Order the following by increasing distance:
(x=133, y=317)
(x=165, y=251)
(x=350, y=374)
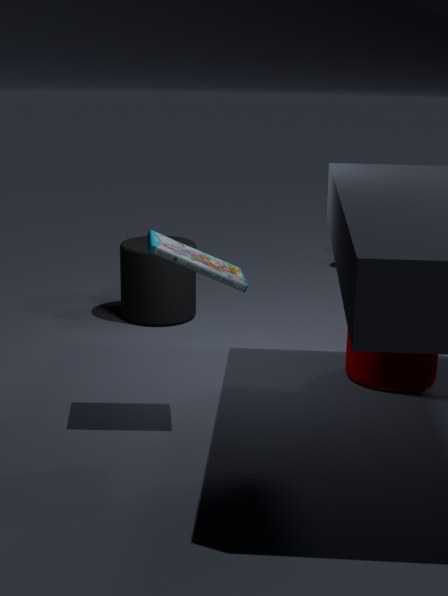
(x=165, y=251) < (x=350, y=374) < (x=133, y=317)
